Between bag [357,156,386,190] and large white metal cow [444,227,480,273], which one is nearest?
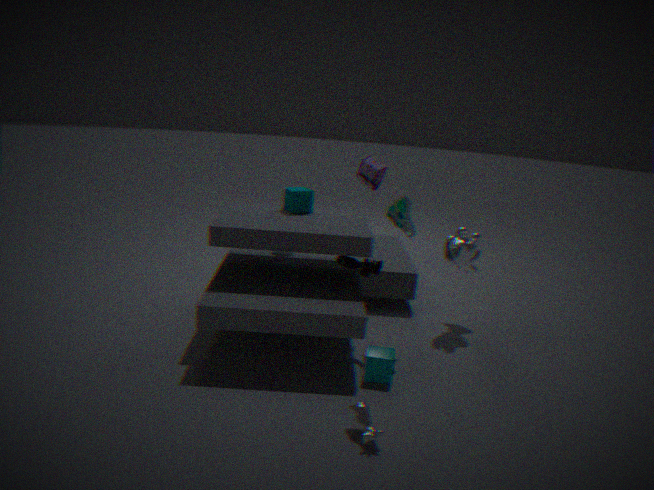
large white metal cow [444,227,480,273]
